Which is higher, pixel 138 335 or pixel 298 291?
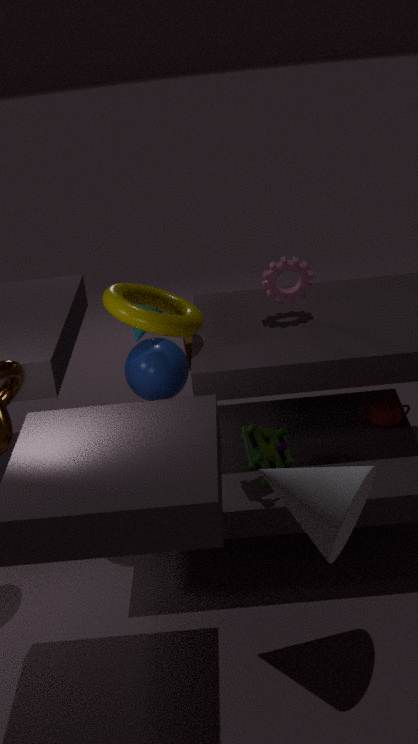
pixel 298 291
